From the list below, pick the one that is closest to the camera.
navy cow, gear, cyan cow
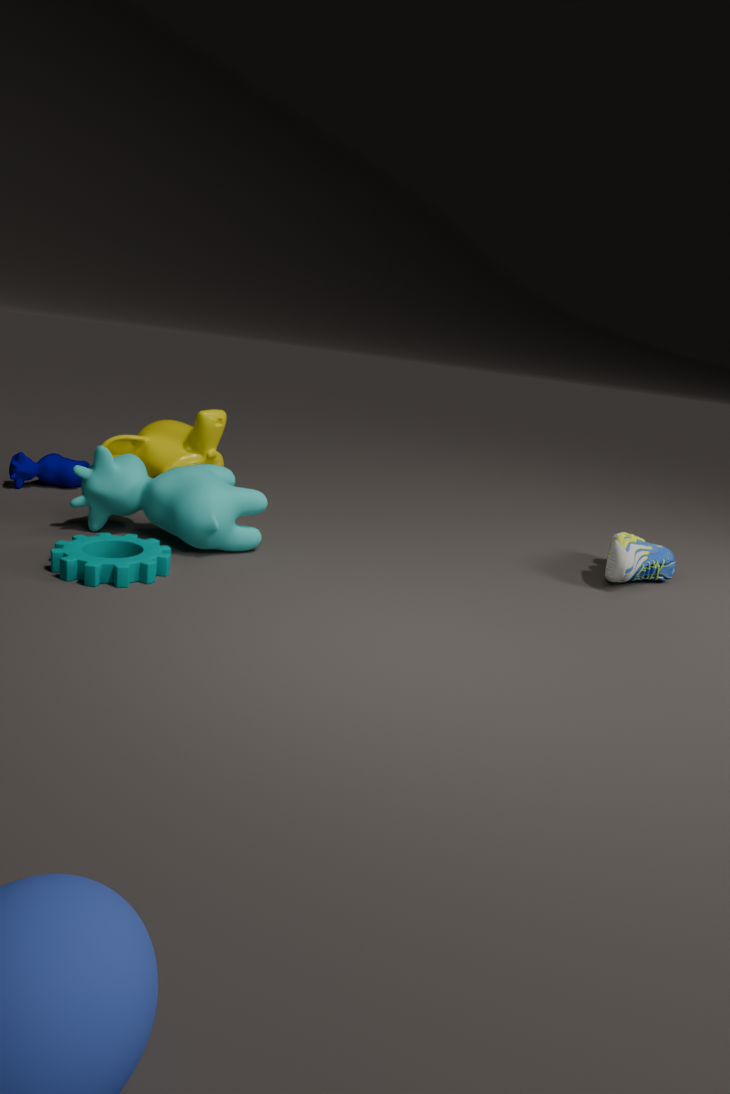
gear
